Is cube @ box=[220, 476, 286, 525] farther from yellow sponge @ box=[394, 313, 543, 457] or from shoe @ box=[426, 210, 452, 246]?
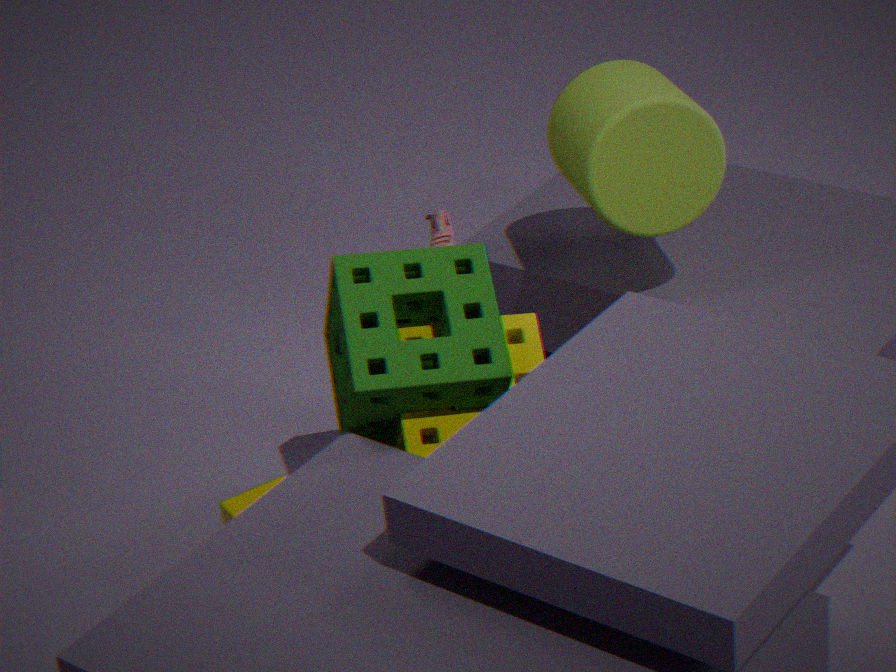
shoe @ box=[426, 210, 452, 246]
